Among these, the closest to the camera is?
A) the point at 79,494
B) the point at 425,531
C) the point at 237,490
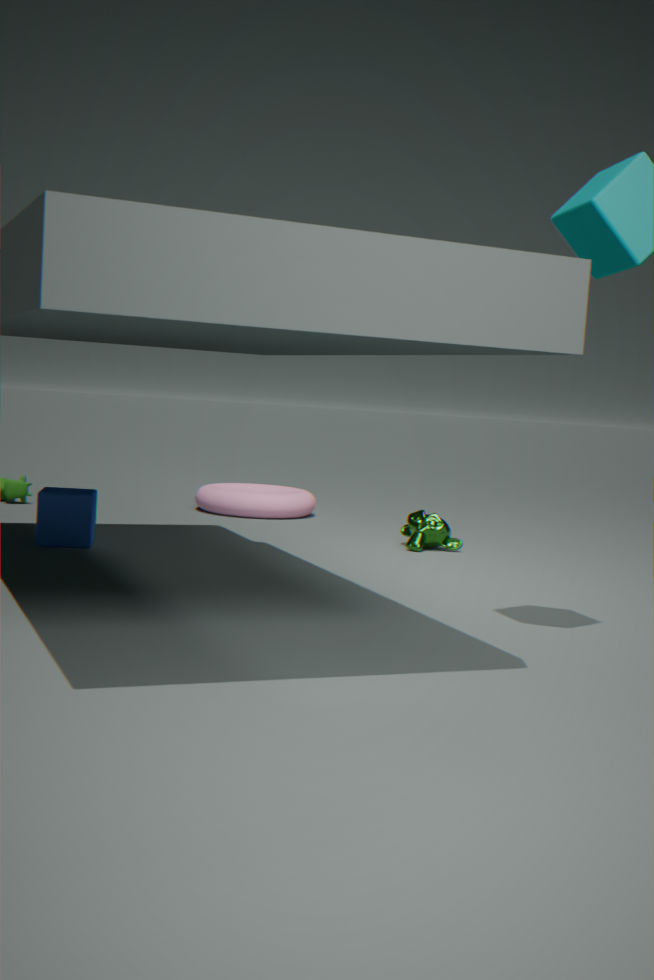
the point at 79,494
